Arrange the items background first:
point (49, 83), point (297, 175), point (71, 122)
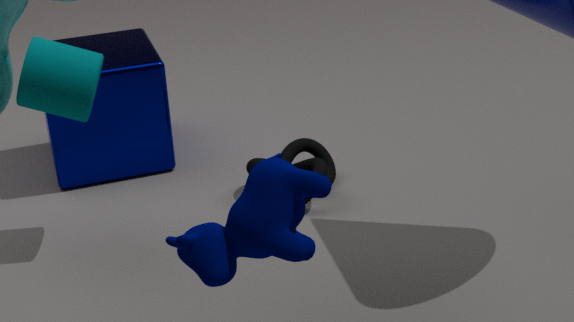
1. point (71, 122)
2. point (49, 83)
3. point (297, 175)
